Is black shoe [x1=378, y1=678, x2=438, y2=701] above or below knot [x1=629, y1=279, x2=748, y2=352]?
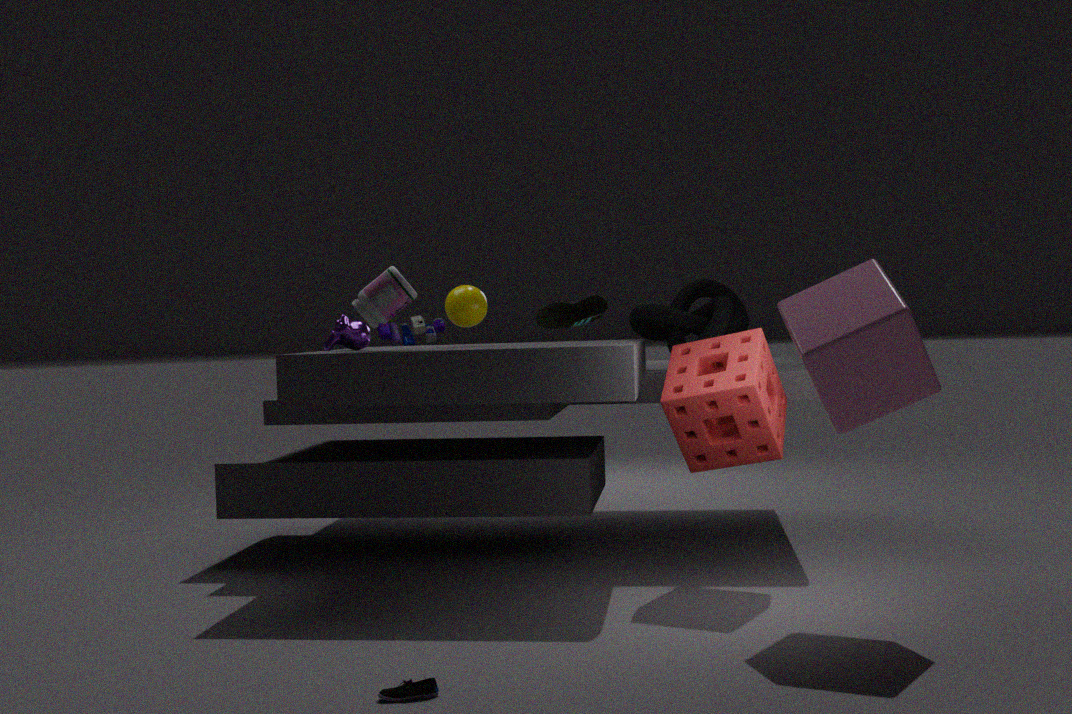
below
